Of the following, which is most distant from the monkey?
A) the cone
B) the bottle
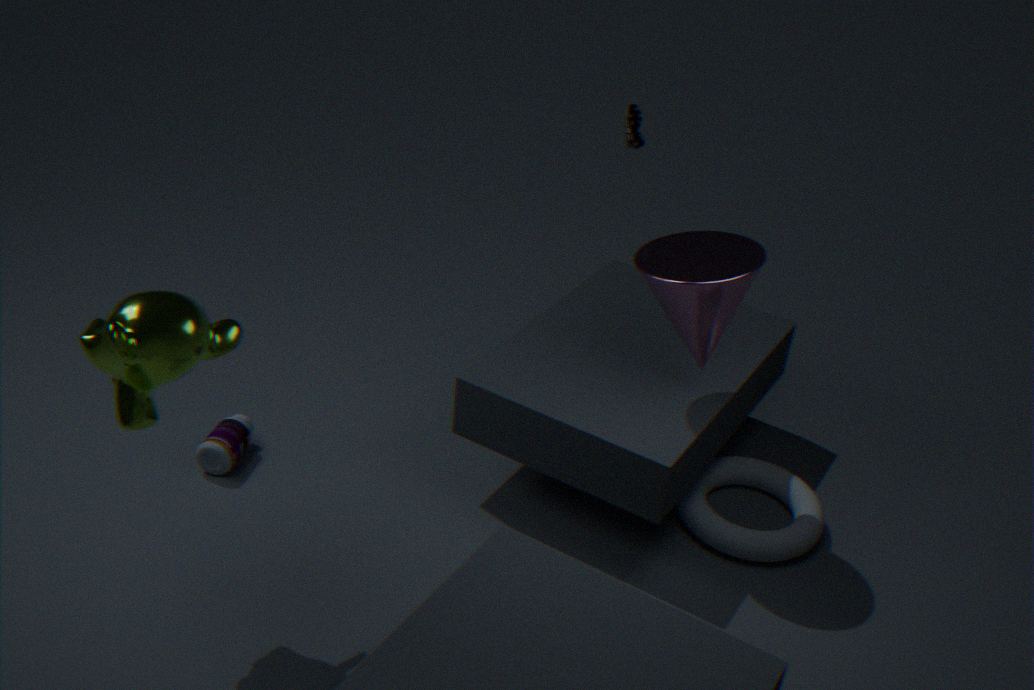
the cone
